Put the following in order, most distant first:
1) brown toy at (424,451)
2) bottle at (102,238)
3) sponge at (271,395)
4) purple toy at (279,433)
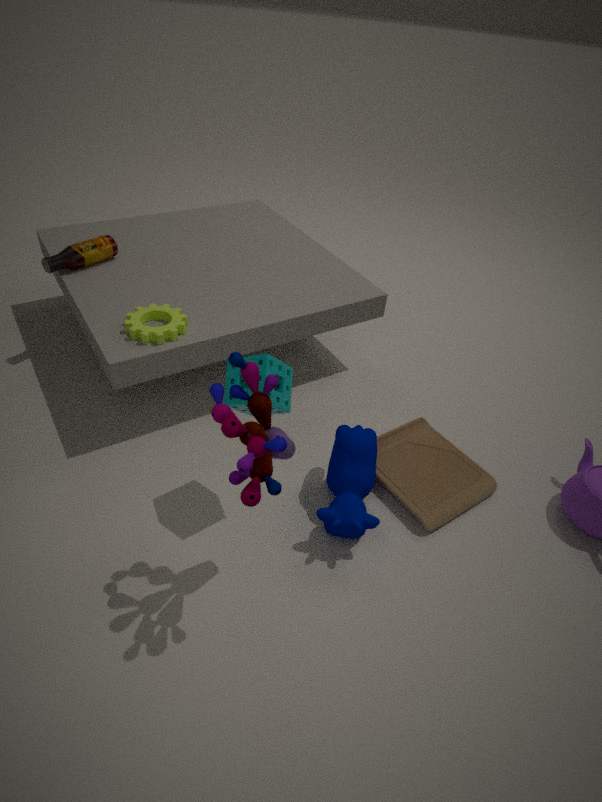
2. bottle at (102,238) → 1. brown toy at (424,451) → 3. sponge at (271,395) → 4. purple toy at (279,433)
